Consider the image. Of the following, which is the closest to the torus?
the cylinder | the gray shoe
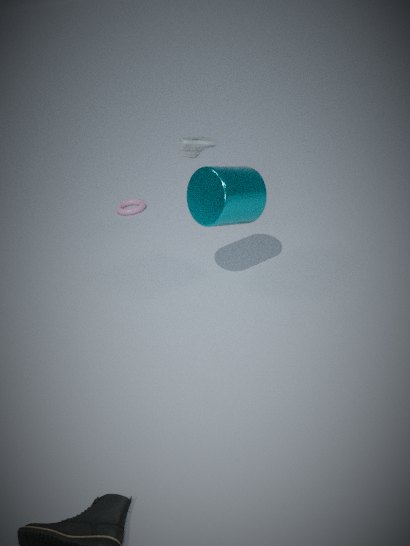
the gray shoe
